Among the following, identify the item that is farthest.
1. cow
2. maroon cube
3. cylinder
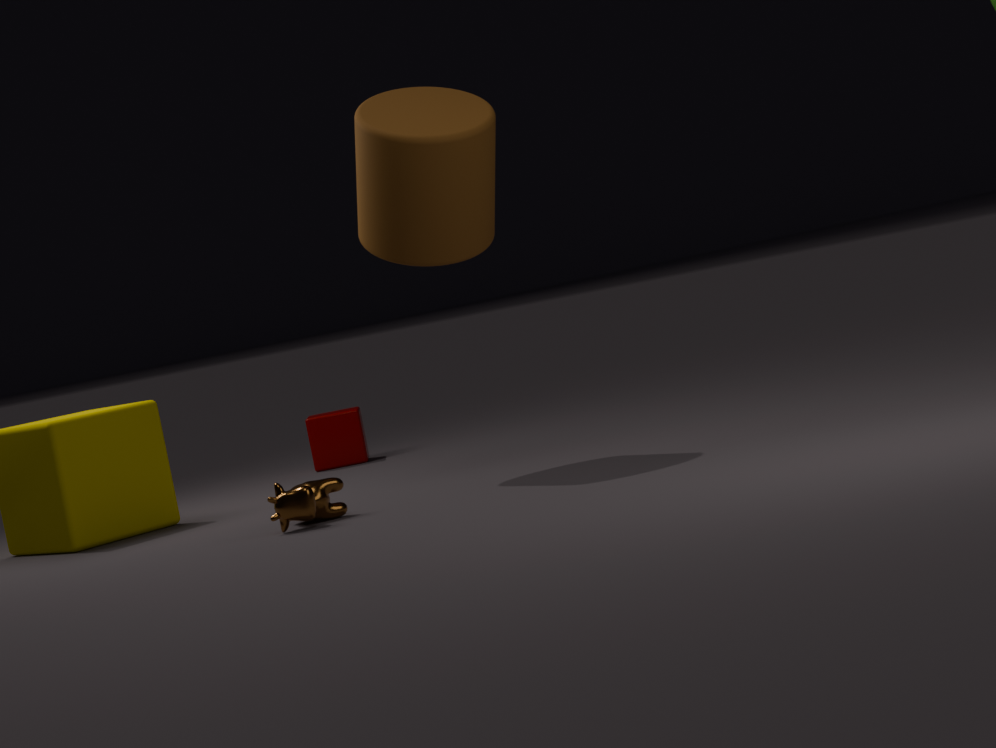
maroon cube
